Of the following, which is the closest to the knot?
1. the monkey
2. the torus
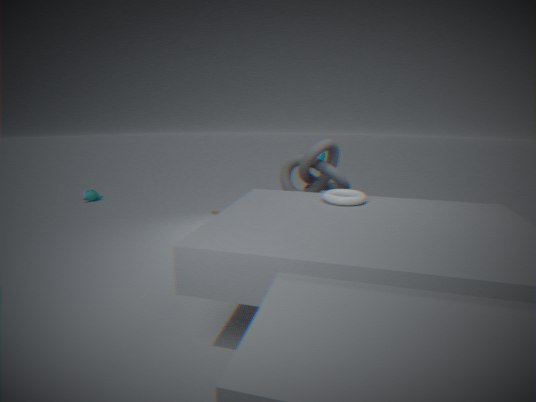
the torus
